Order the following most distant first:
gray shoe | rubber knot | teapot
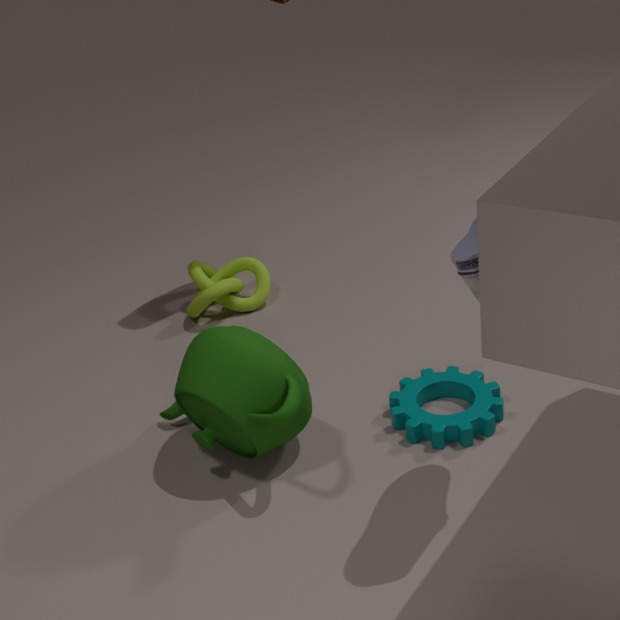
rubber knot < teapot < gray shoe
